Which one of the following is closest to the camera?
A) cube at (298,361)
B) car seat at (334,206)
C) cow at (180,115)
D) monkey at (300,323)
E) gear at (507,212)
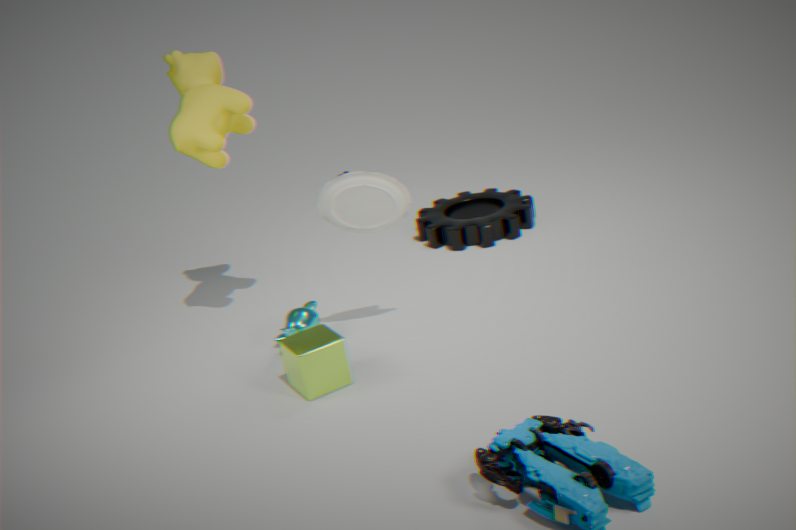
cube at (298,361)
